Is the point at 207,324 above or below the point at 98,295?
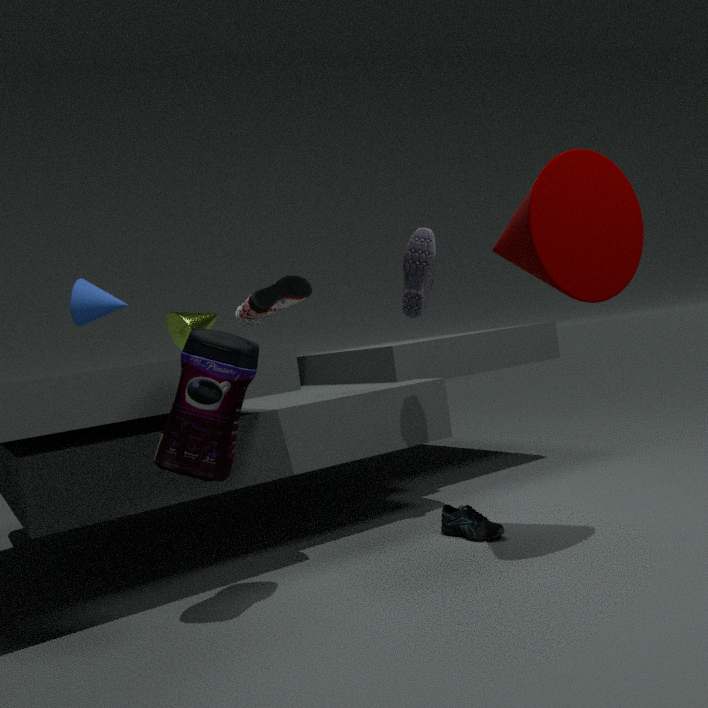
below
